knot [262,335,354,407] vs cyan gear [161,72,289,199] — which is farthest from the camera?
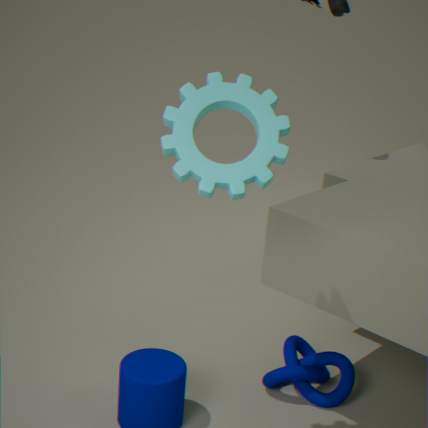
knot [262,335,354,407]
